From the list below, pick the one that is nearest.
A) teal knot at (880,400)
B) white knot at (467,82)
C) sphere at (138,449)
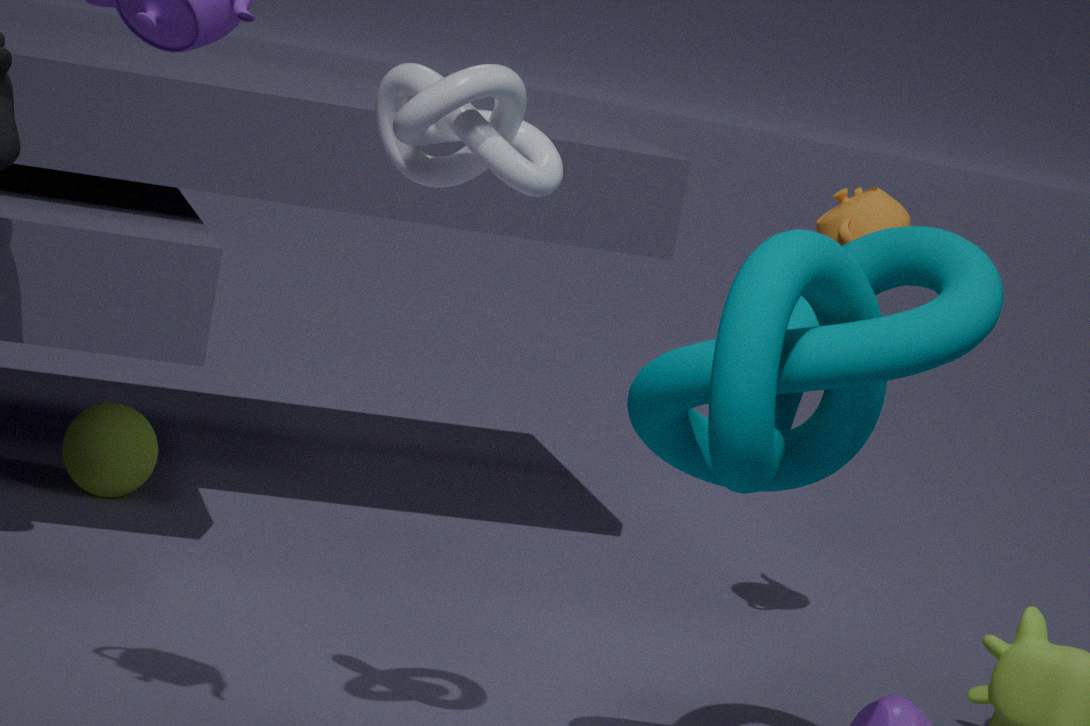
white knot at (467,82)
